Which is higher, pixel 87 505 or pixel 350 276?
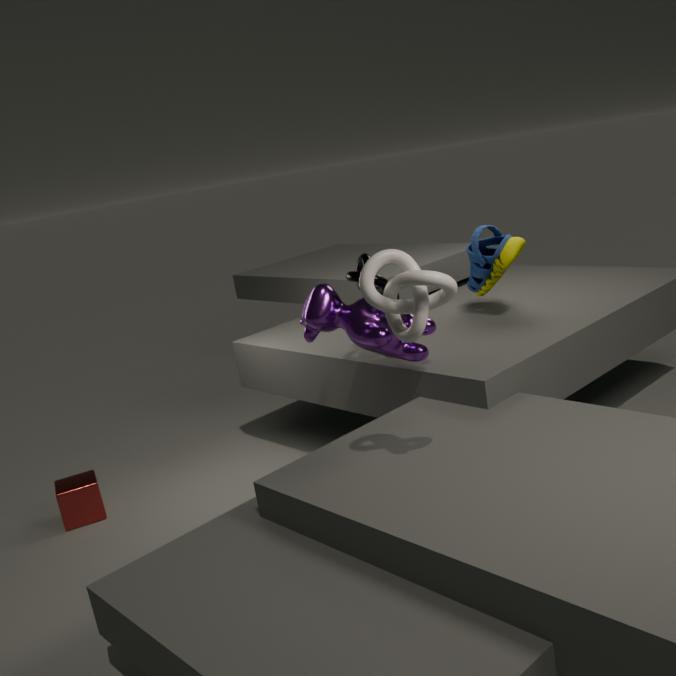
pixel 350 276
